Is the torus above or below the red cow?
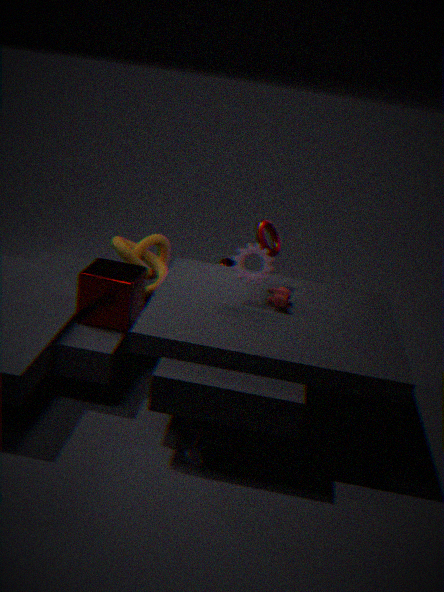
above
